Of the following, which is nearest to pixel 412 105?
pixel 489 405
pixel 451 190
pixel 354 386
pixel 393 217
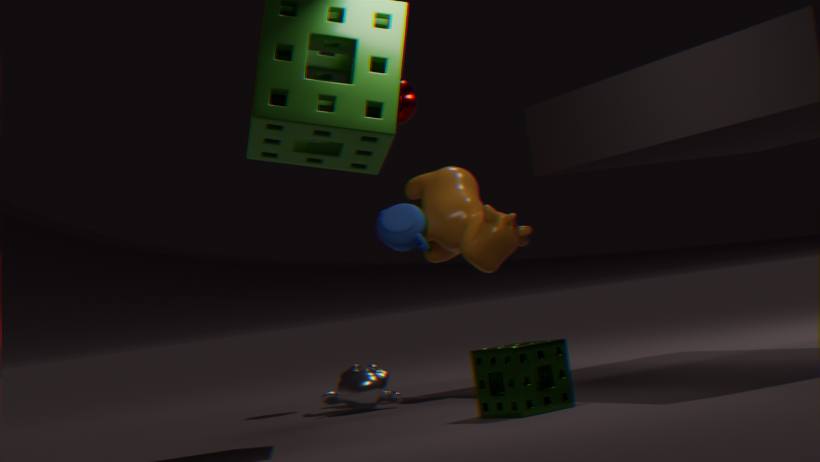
pixel 451 190
